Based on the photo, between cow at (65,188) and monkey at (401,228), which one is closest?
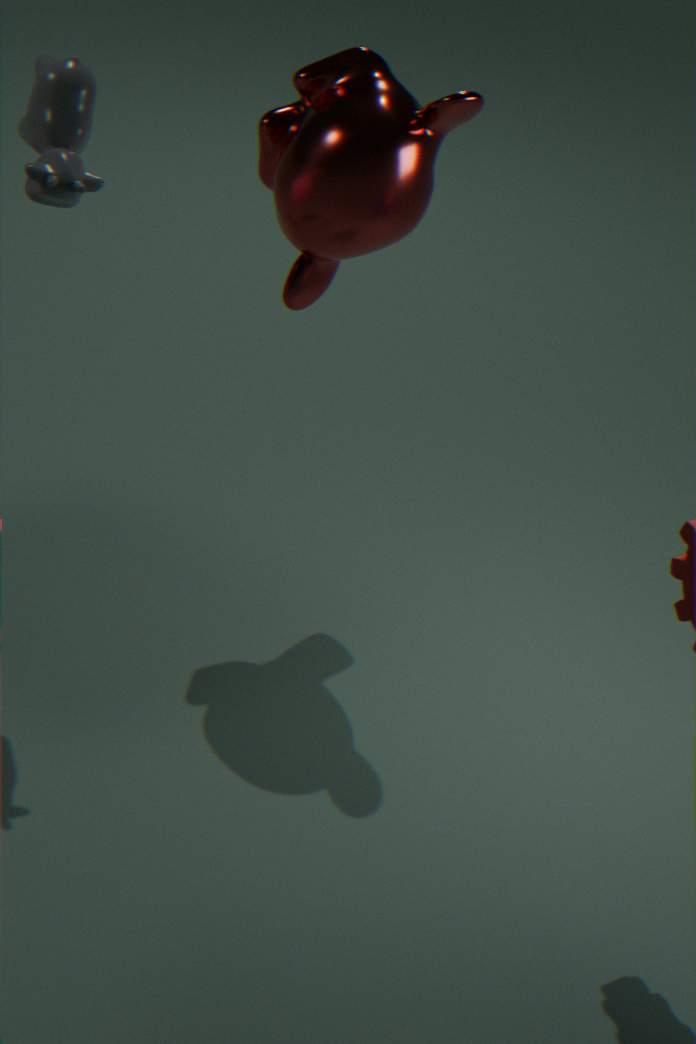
cow at (65,188)
